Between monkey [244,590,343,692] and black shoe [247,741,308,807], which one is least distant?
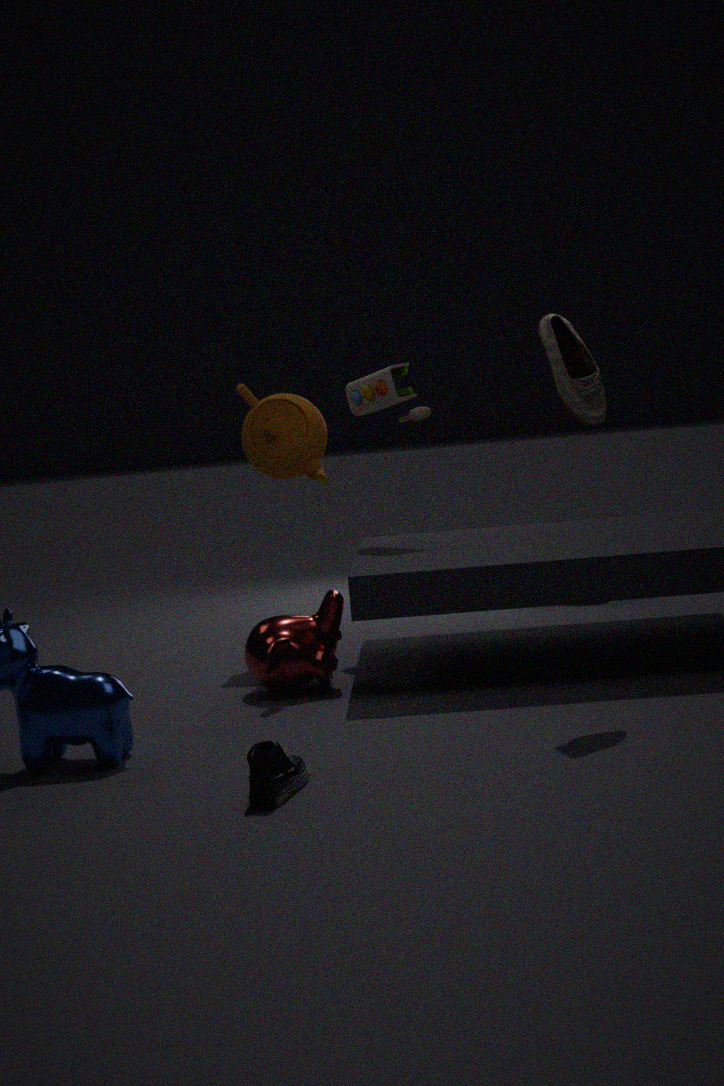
black shoe [247,741,308,807]
